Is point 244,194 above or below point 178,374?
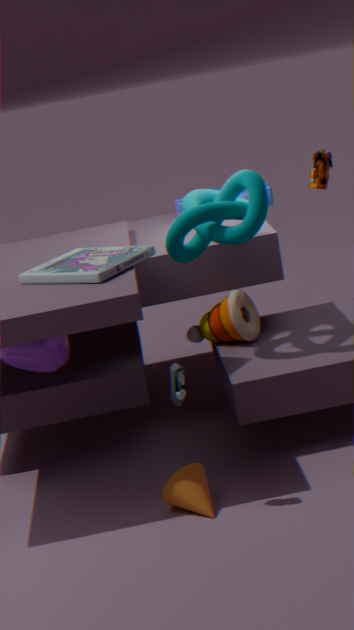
above
